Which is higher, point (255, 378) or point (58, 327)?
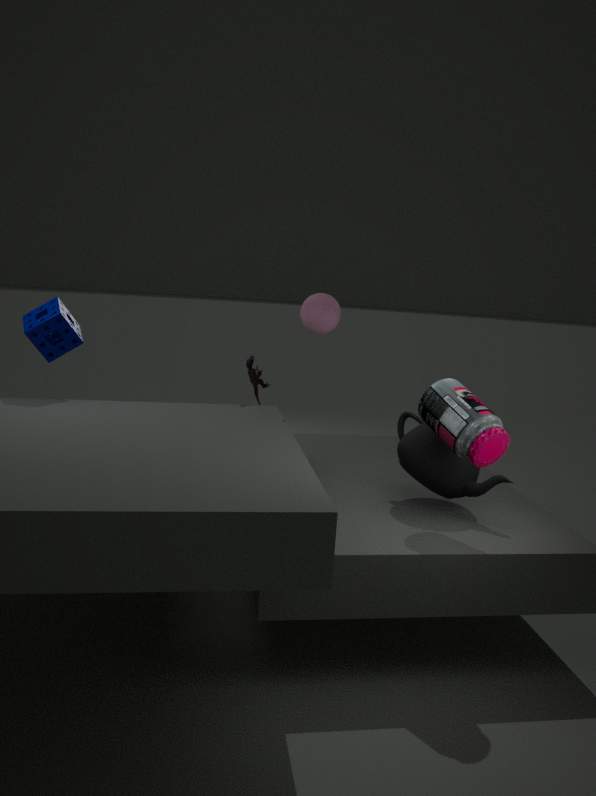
point (58, 327)
